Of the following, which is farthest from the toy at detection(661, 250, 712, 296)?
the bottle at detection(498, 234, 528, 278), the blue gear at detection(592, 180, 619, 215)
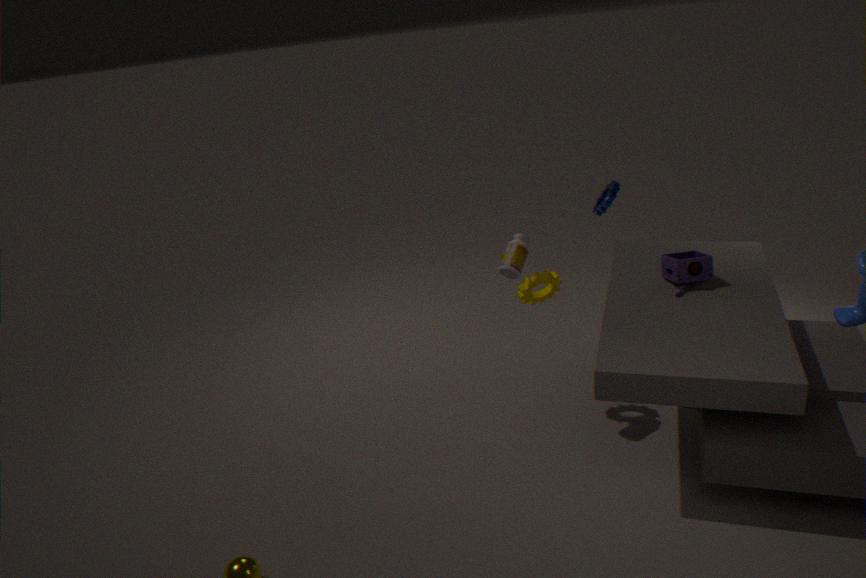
the bottle at detection(498, 234, 528, 278)
